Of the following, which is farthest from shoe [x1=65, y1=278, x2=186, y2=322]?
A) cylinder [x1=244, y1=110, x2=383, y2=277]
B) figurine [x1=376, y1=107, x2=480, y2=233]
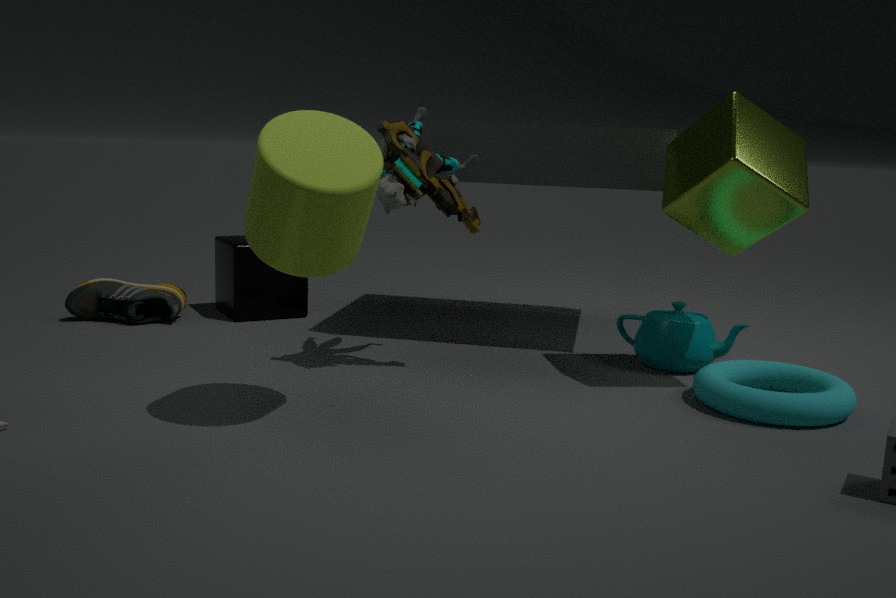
cylinder [x1=244, y1=110, x2=383, y2=277]
